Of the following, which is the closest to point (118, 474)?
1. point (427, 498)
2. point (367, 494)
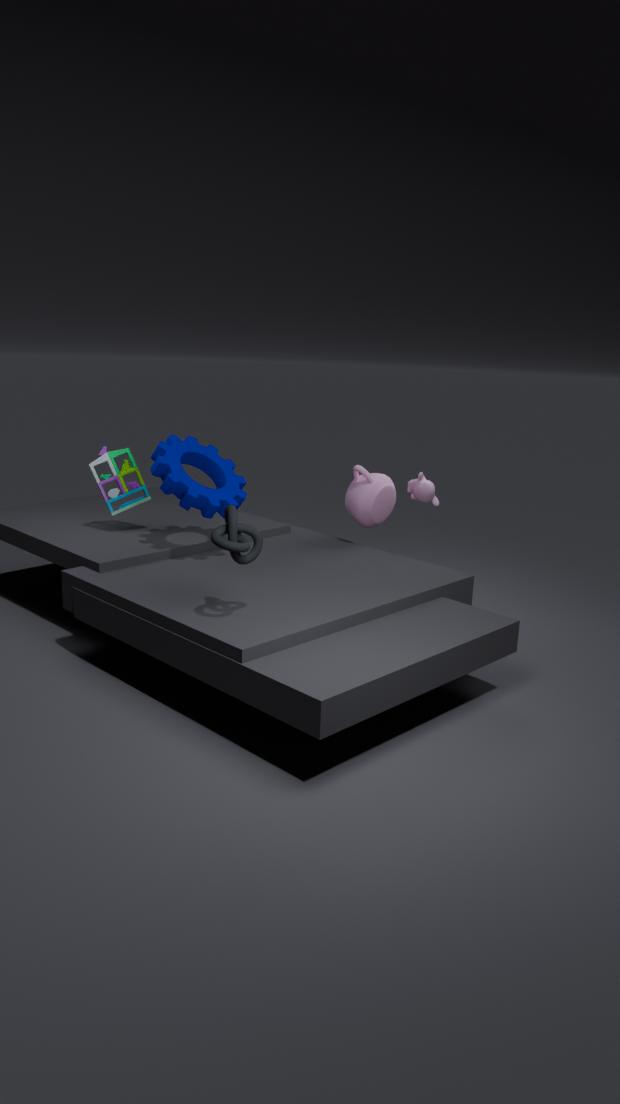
point (367, 494)
